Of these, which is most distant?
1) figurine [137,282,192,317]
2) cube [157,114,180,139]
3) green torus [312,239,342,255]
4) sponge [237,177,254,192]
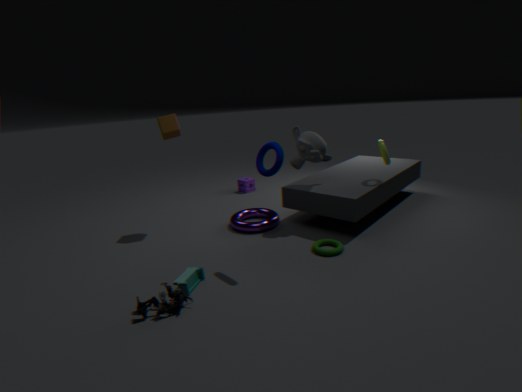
4. sponge [237,177,254,192]
